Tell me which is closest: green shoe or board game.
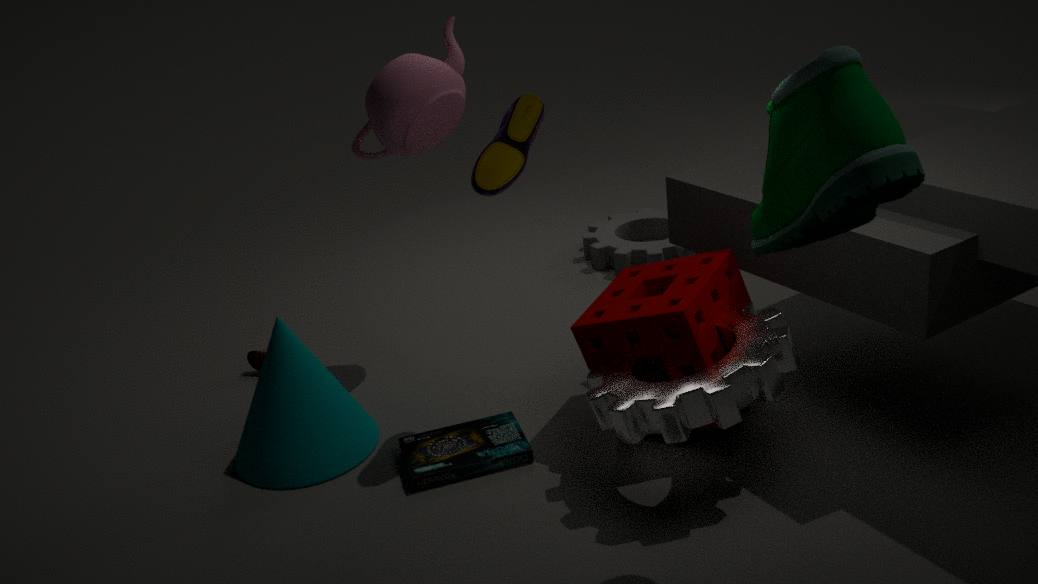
green shoe
